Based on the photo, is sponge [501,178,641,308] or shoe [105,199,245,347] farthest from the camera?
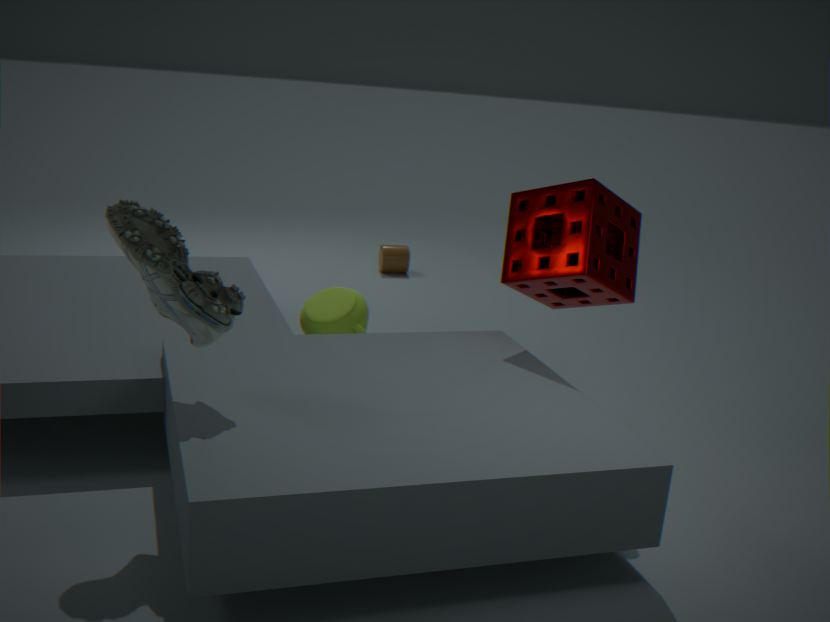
sponge [501,178,641,308]
